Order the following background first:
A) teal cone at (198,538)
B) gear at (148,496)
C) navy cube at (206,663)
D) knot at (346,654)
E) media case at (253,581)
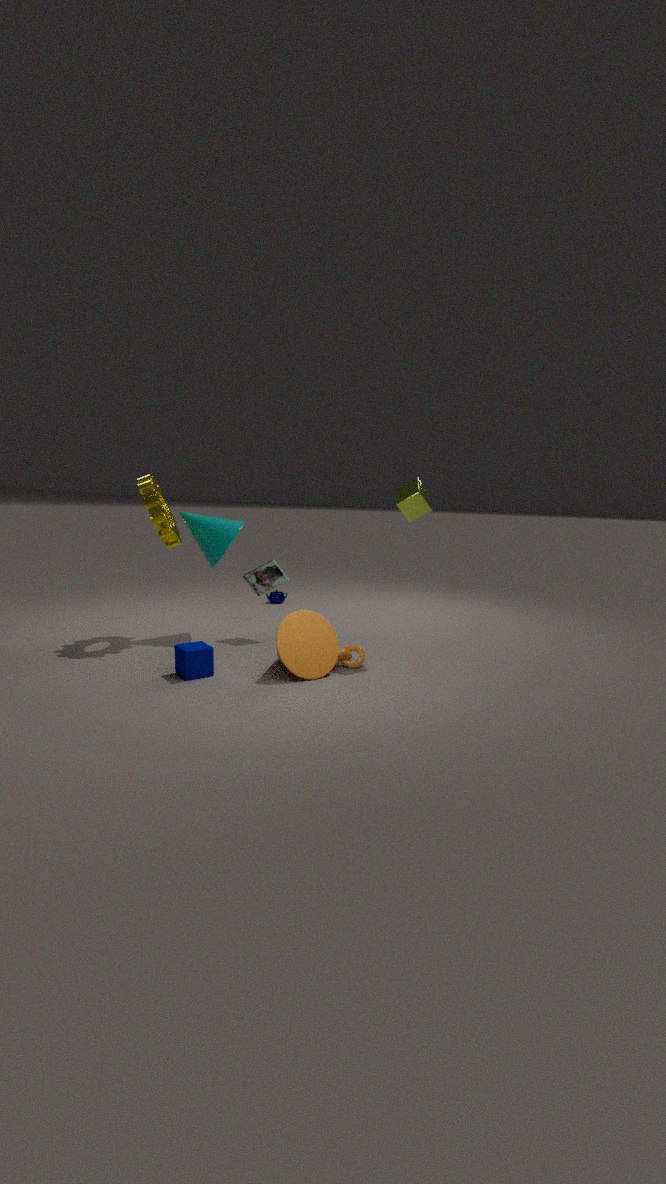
1. media case at (253,581)
2. teal cone at (198,538)
3. gear at (148,496)
4. knot at (346,654)
5. navy cube at (206,663)
